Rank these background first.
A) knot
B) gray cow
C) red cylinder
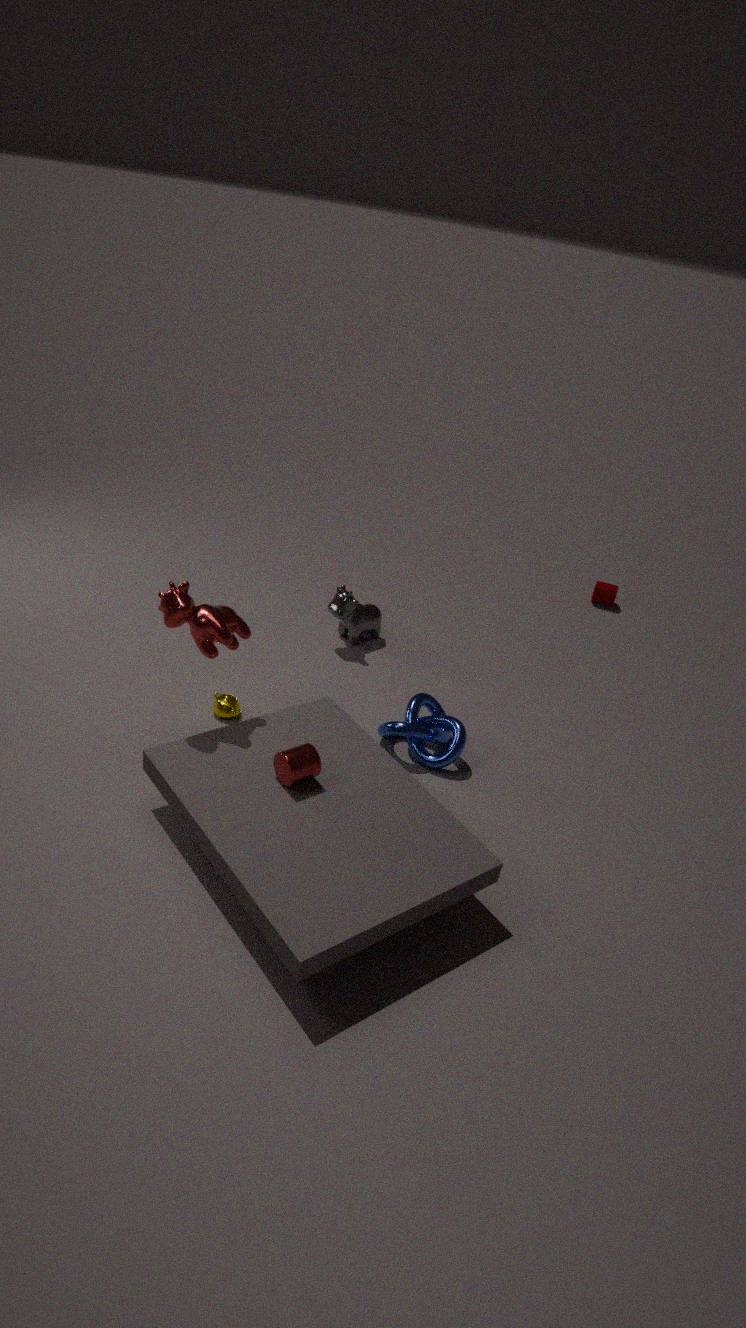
1. gray cow
2. knot
3. red cylinder
